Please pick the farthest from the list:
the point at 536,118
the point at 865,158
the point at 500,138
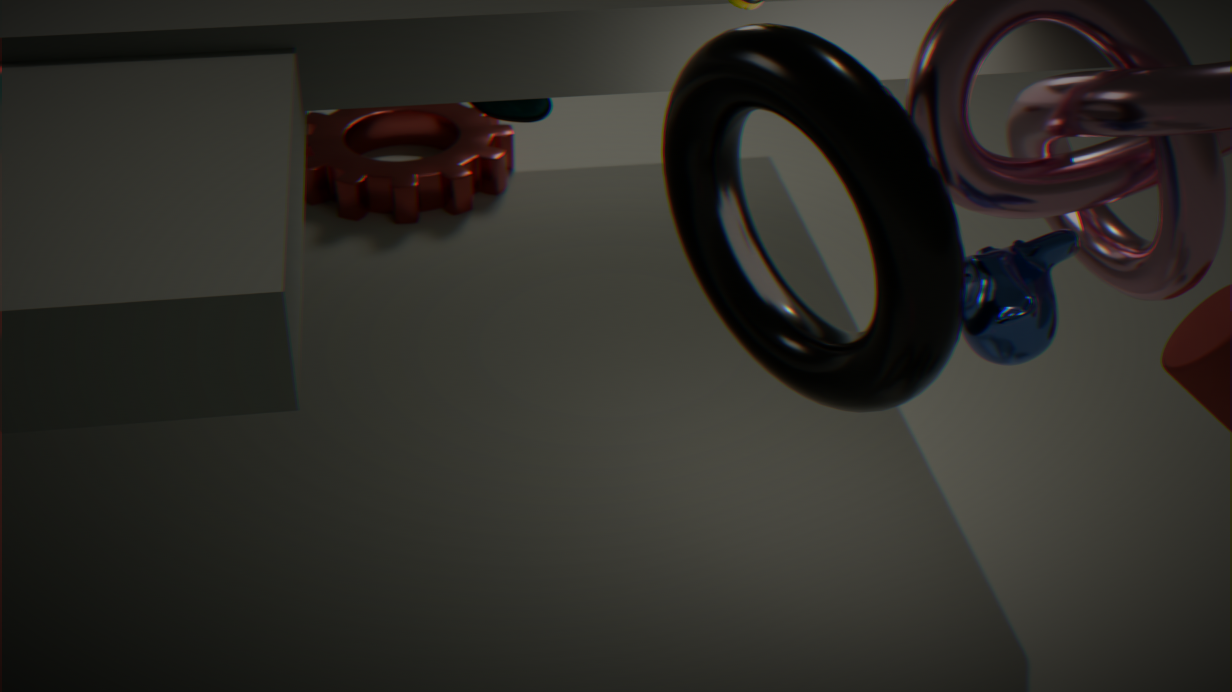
the point at 500,138
